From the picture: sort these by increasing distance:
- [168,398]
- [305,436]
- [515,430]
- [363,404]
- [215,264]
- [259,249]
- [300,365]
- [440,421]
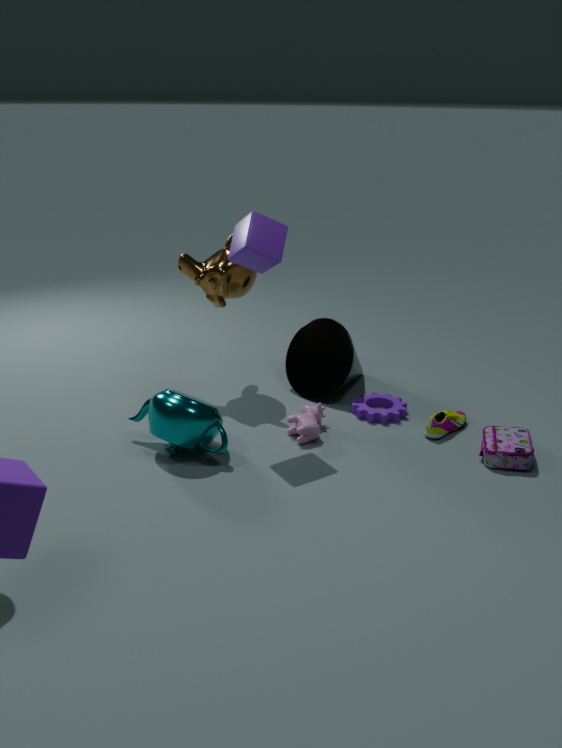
[259,249], [168,398], [515,430], [305,436], [440,421], [215,264], [363,404], [300,365]
